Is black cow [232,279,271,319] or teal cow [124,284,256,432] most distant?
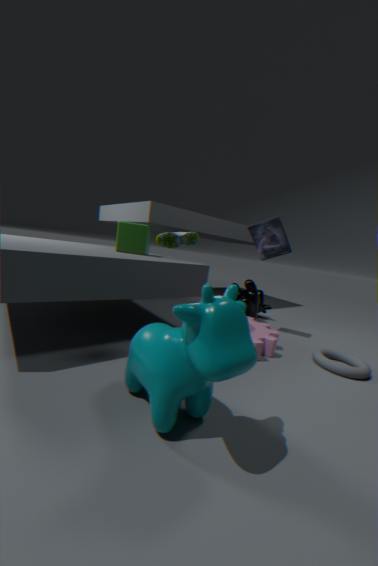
black cow [232,279,271,319]
